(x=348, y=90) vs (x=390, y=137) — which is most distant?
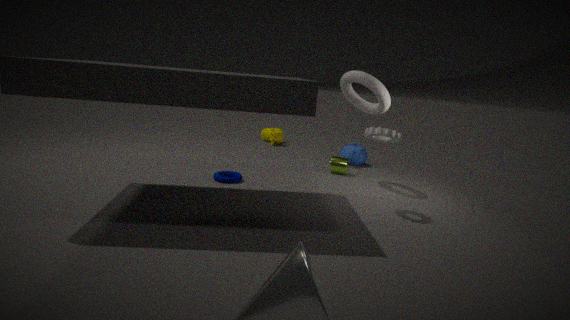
(x=348, y=90)
